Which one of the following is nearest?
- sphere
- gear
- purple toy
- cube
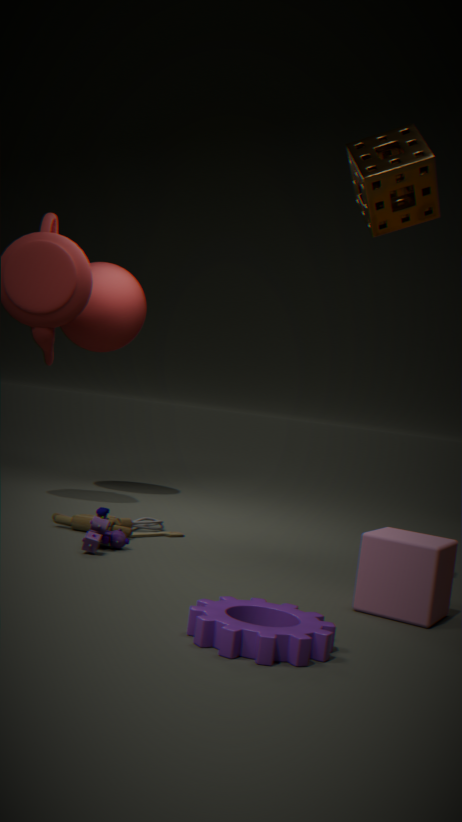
gear
